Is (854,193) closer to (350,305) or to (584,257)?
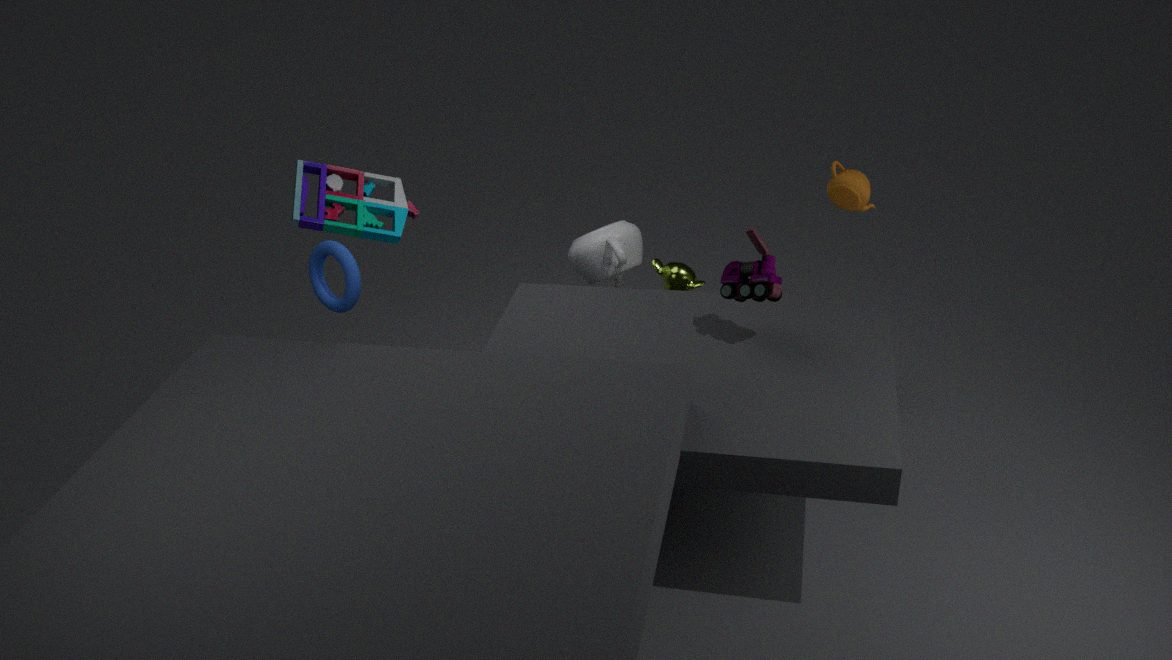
(584,257)
